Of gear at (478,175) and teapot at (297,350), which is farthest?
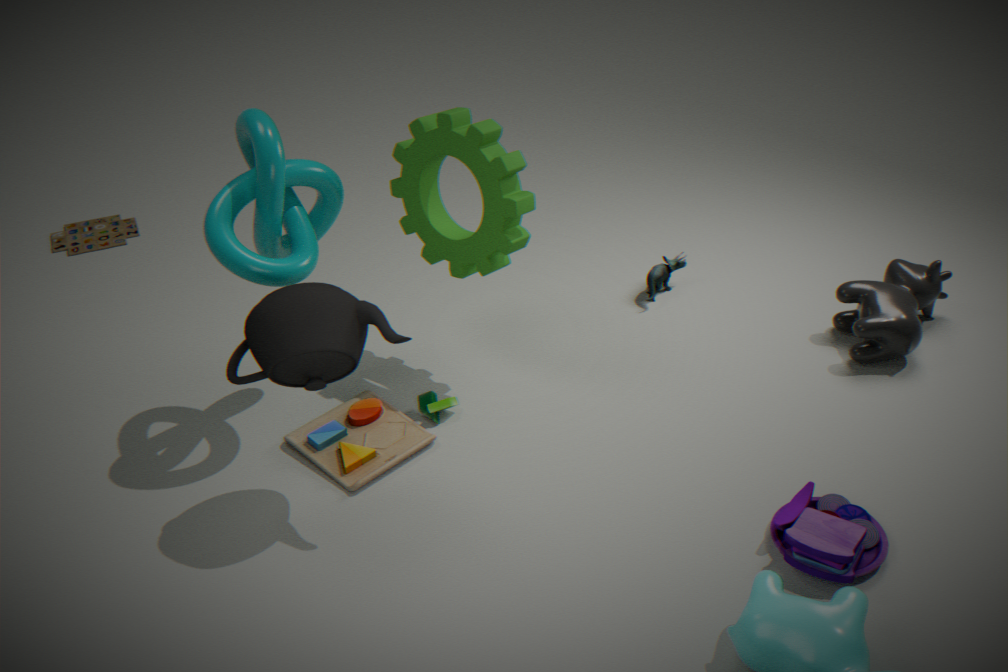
gear at (478,175)
